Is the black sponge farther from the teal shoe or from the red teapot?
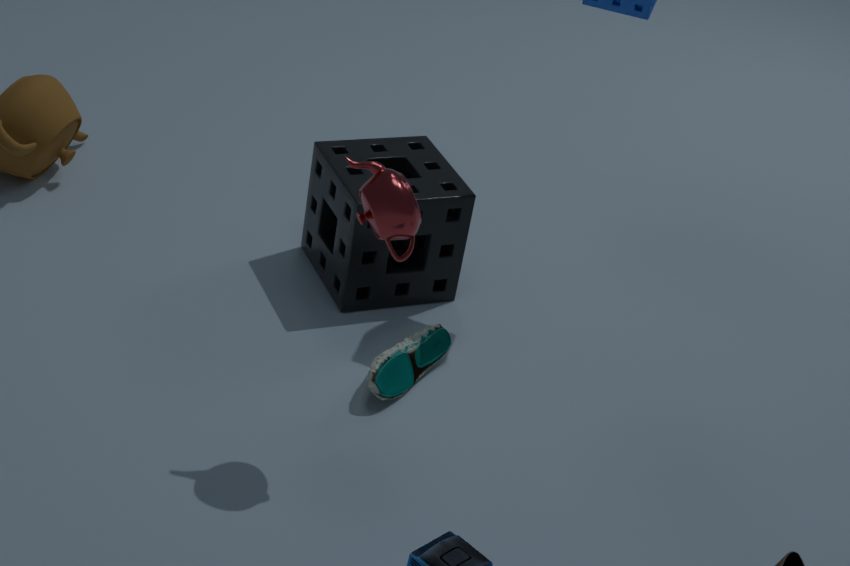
the red teapot
